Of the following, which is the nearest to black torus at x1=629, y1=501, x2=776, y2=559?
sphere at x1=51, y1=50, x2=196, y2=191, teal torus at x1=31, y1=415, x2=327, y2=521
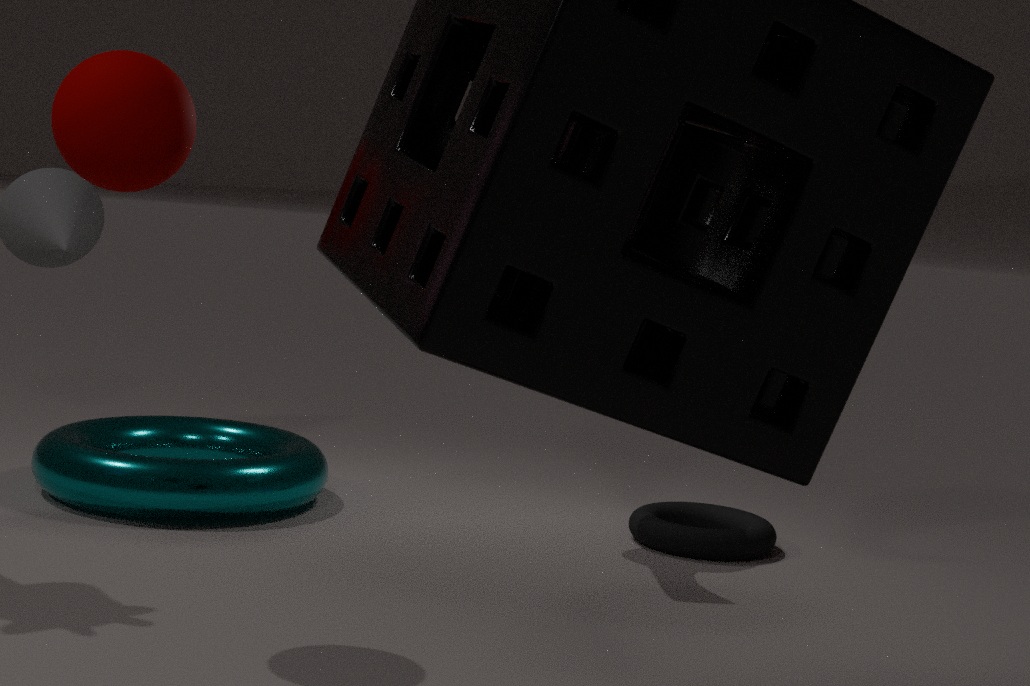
teal torus at x1=31, y1=415, x2=327, y2=521
